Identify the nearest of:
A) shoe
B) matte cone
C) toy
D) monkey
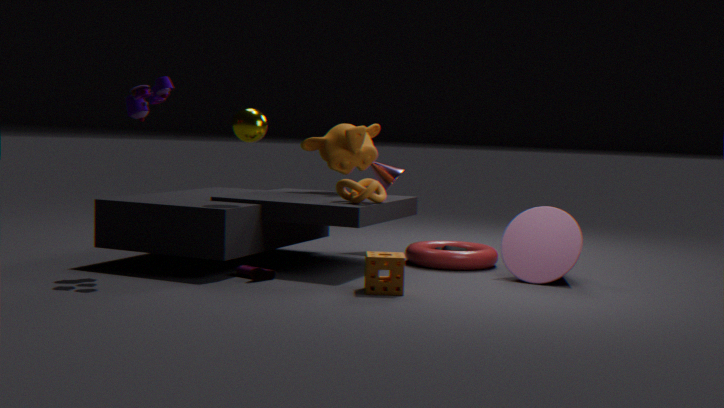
toy
